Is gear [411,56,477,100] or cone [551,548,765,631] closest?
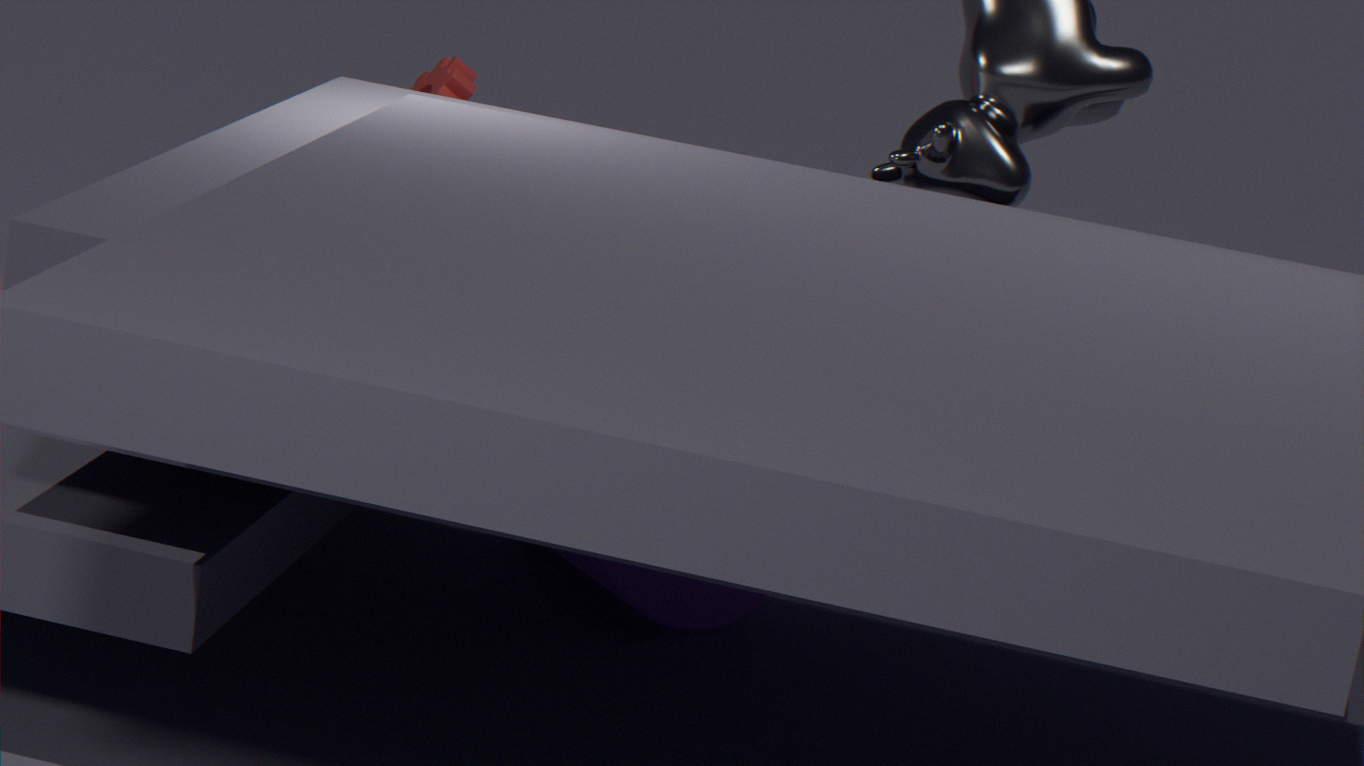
cone [551,548,765,631]
